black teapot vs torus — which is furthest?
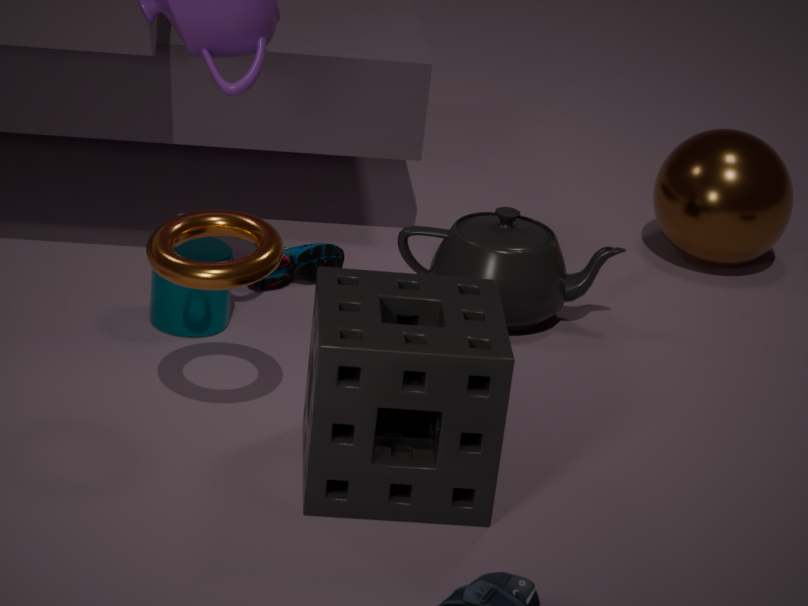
black teapot
